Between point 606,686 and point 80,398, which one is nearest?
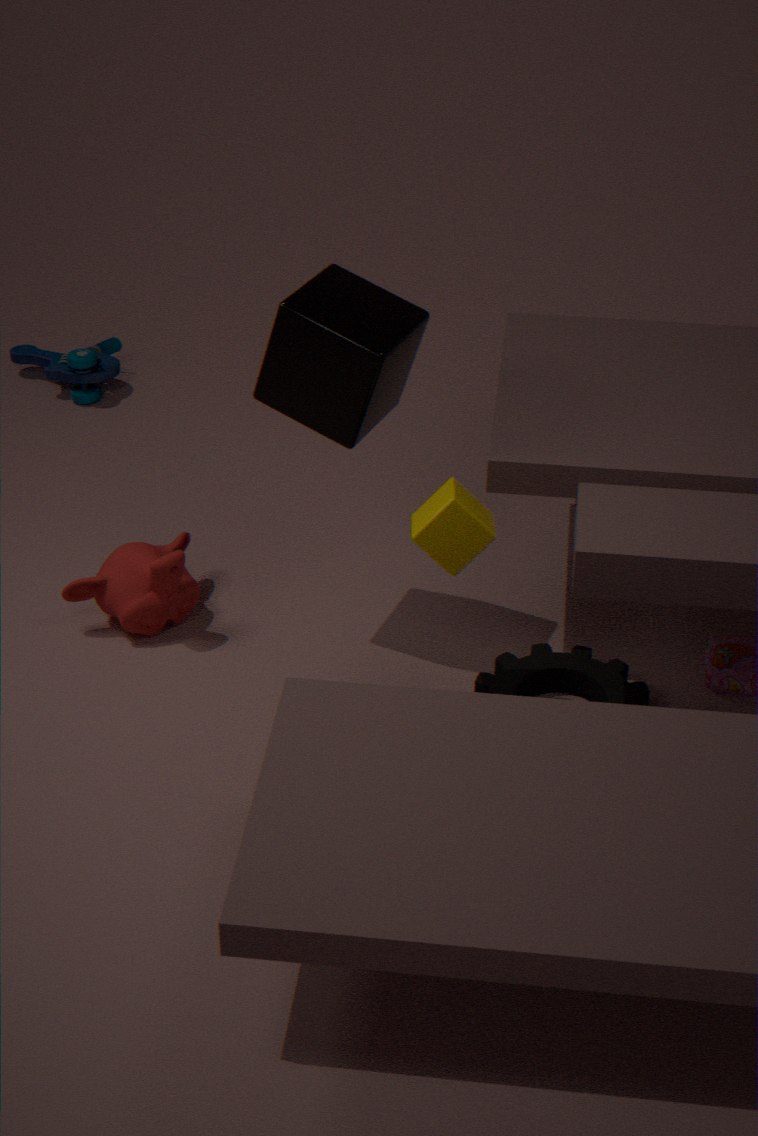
point 606,686
